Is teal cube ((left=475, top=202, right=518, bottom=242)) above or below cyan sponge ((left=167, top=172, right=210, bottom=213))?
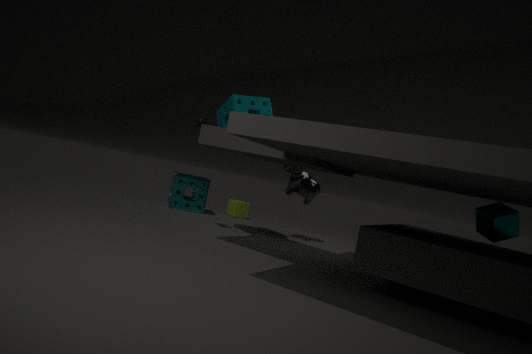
above
